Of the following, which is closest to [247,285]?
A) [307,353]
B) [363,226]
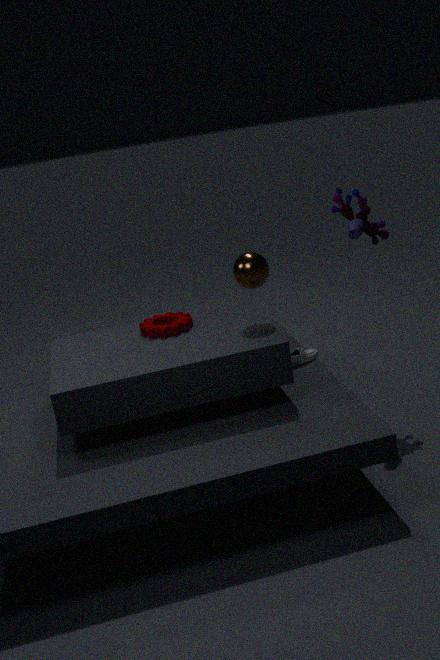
[307,353]
